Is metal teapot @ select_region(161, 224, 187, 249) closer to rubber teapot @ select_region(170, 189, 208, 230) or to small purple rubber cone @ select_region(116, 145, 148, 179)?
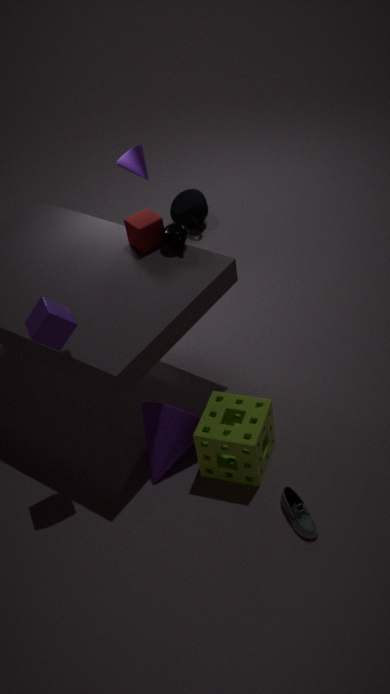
small purple rubber cone @ select_region(116, 145, 148, 179)
